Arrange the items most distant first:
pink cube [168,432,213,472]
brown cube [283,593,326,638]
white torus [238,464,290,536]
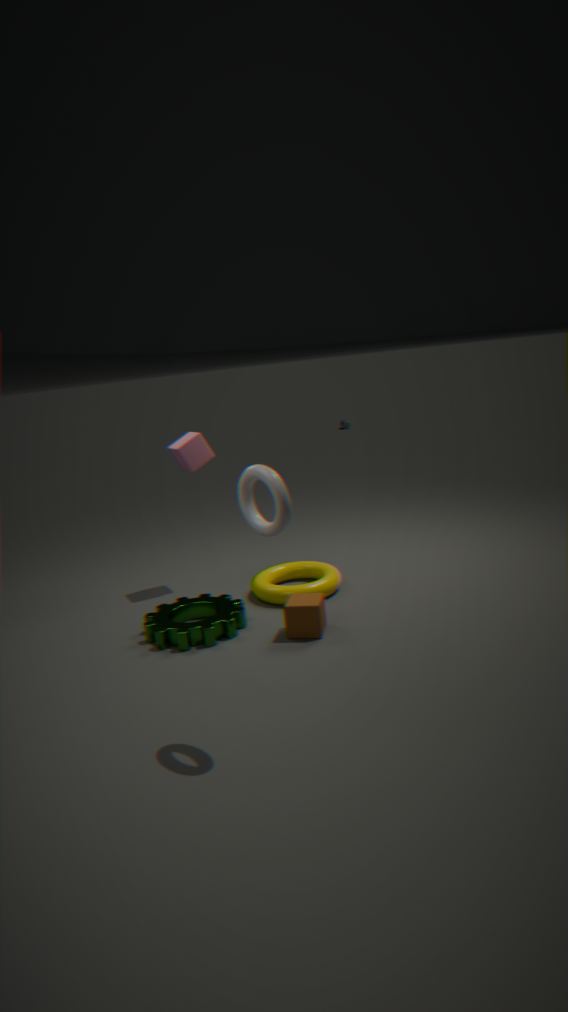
1. pink cube [168,432,213,472]
2. brown cube [283,593,326,638]
3. white torus [238,464,290,536]
